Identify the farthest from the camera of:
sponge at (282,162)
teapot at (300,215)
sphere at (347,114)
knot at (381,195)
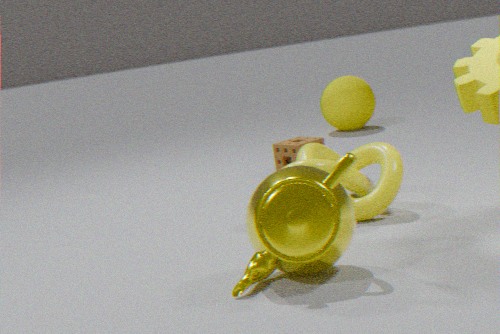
sphere at (347,114)
